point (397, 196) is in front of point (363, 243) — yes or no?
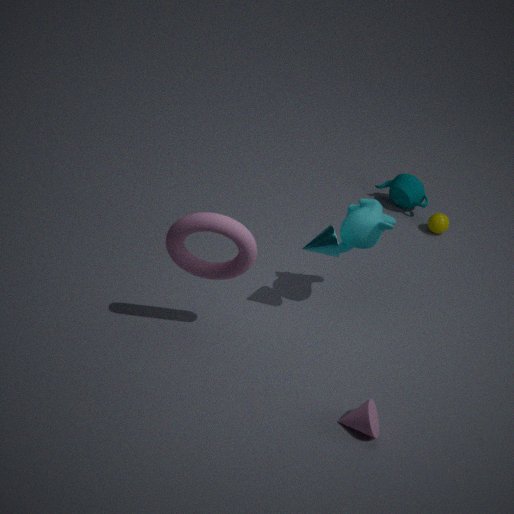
No
